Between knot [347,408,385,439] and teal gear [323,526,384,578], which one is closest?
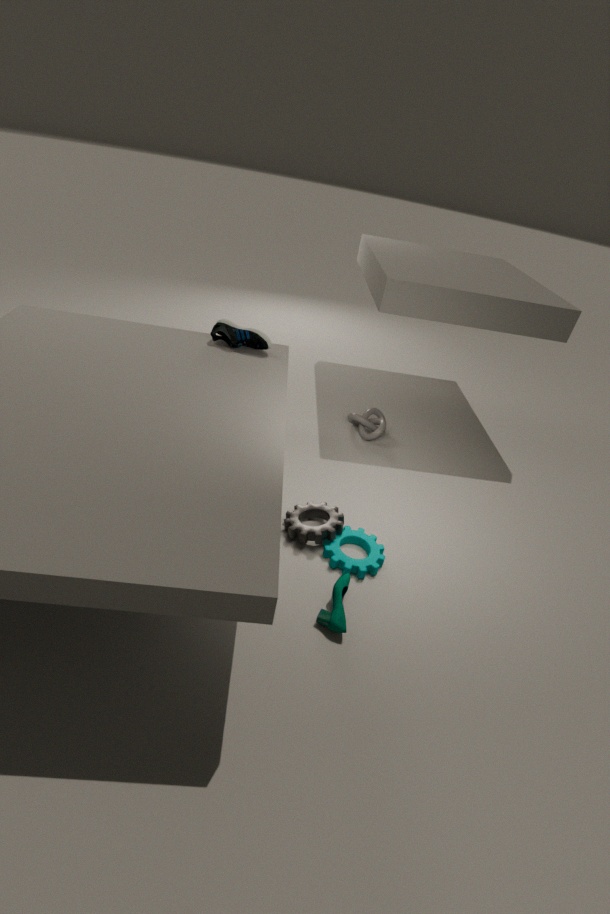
teal gear [323,526,384,578]
